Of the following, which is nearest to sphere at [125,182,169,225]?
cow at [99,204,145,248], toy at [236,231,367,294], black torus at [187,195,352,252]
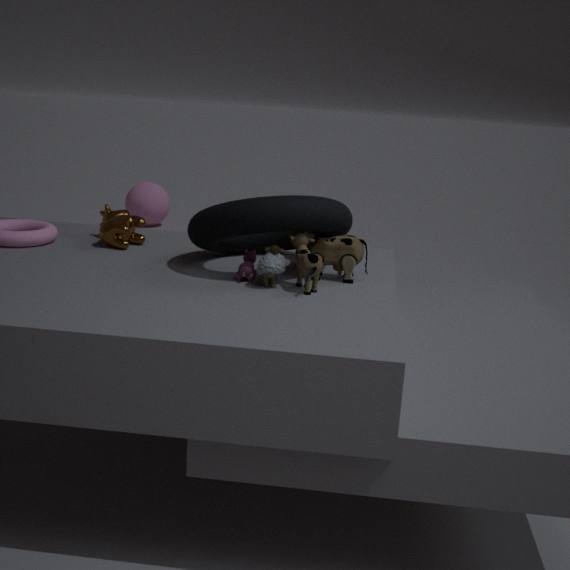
cow at [99,204,145,248]
